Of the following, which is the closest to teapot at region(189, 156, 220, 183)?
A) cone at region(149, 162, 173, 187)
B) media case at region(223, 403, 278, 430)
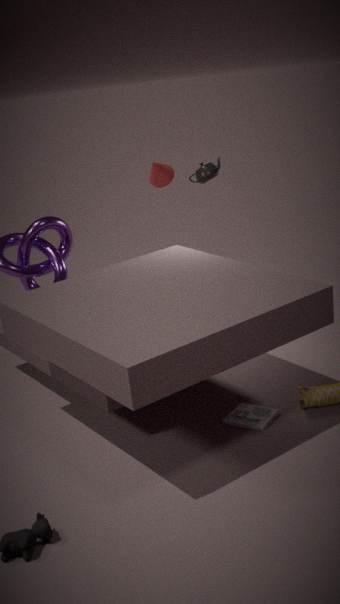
cone at region(149, 162, 173, 187)
